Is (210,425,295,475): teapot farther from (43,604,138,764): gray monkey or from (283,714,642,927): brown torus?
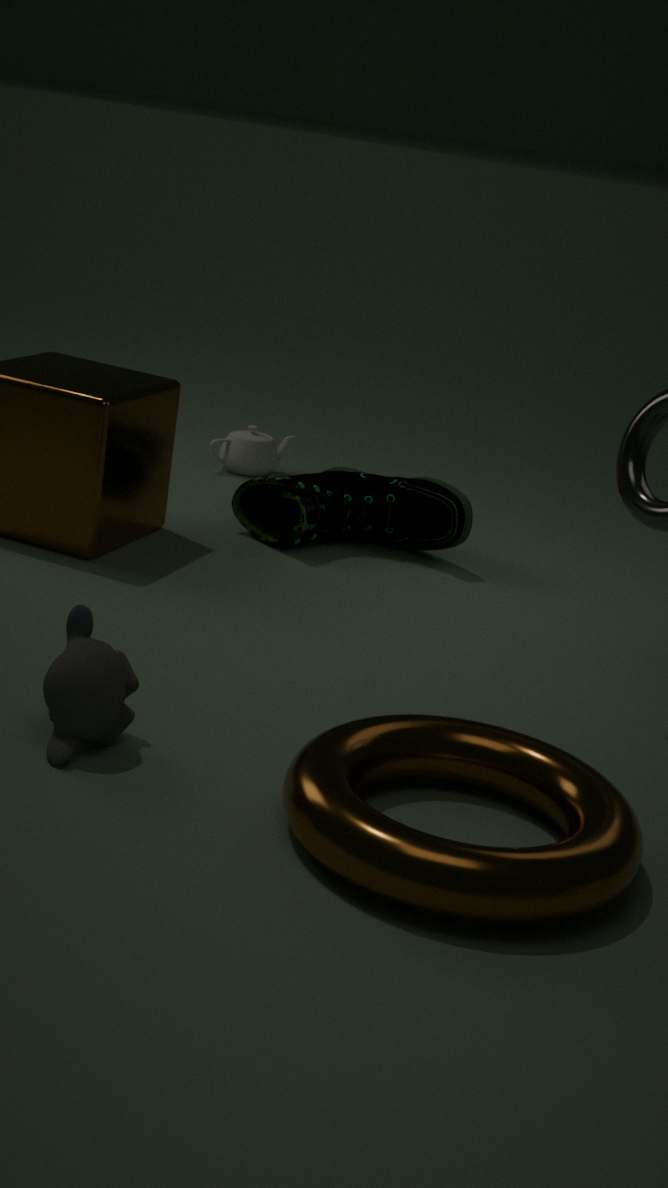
(283,714,642,927): brown torus
